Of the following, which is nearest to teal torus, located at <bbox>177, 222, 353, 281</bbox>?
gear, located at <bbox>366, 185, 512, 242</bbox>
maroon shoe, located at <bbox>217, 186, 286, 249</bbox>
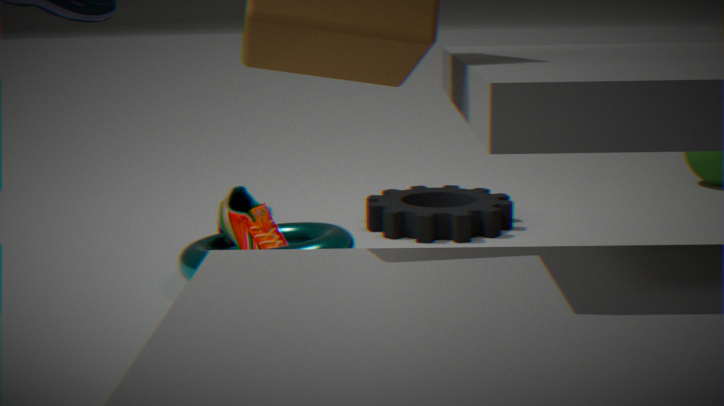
maroon shoe, located at <bbox>217, 186, 286, 249</bbox>
